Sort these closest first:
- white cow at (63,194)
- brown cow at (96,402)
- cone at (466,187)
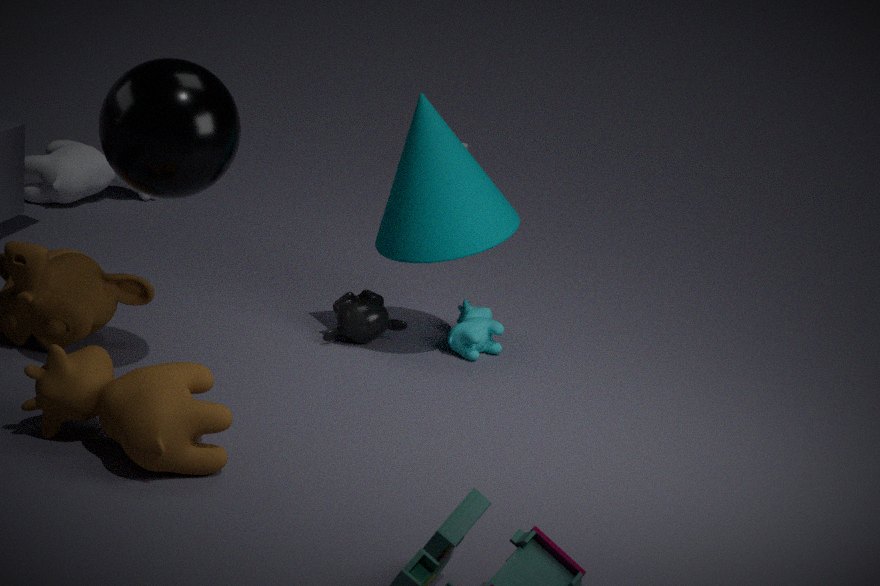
1. brown cow at (96,402)
2. cone at (466,187)
3. white cow at (63,194)
